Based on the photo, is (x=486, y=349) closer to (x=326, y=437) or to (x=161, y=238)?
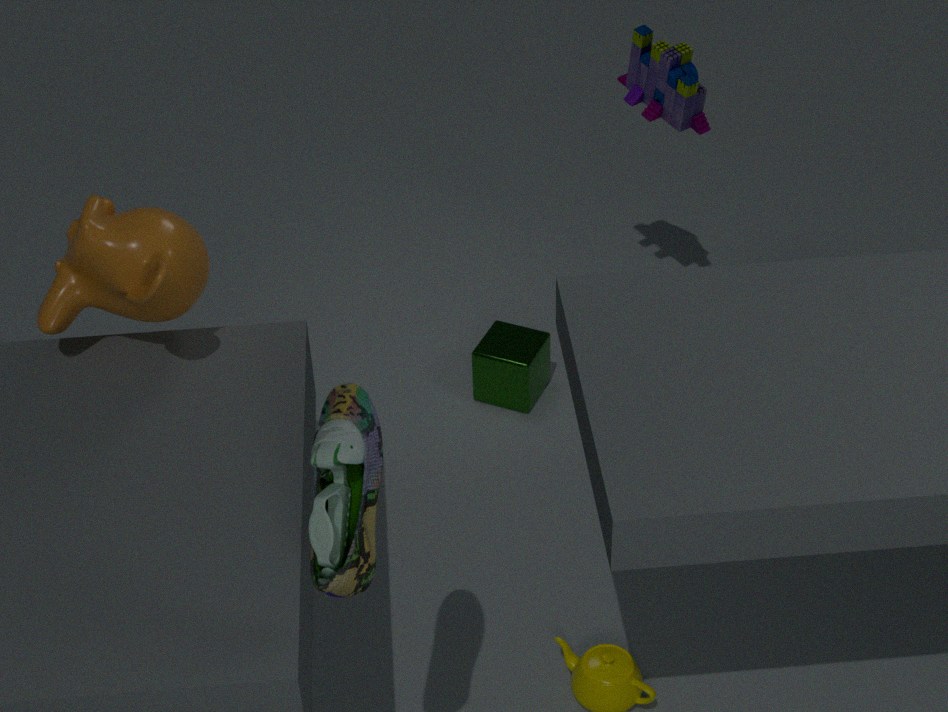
(x=161, y=238)
